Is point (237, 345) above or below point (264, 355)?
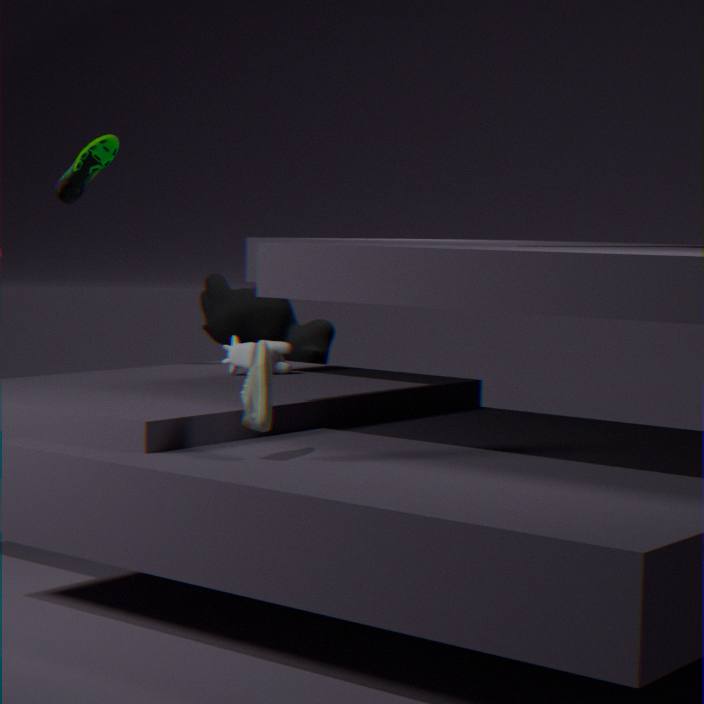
below
